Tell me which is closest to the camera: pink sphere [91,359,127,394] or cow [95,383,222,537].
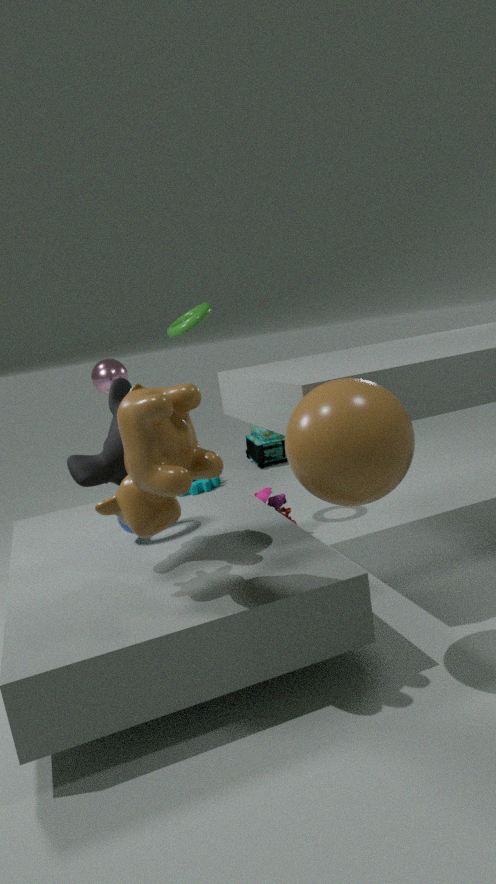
cow [95,383,222,537]
